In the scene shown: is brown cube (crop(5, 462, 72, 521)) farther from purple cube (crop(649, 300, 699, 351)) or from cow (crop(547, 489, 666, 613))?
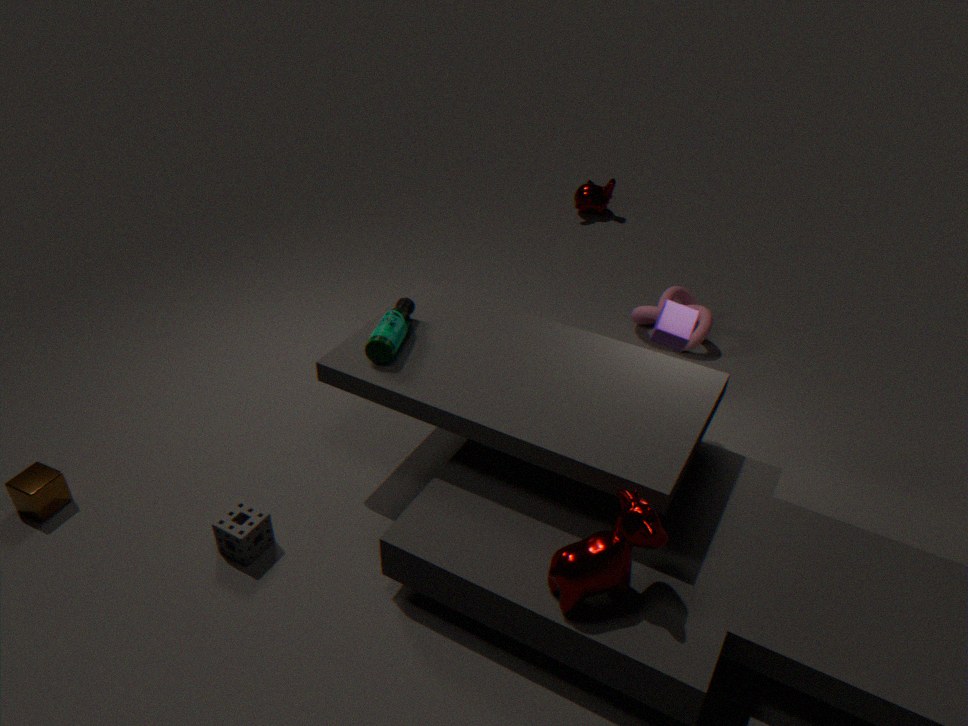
purple cube (crop(649, 300, 699, 351))
